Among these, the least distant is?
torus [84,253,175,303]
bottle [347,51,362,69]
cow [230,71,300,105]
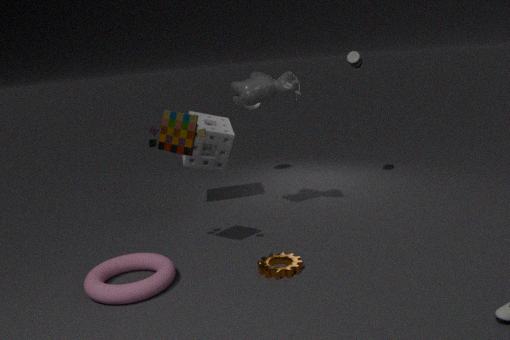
torus [84,253,175,303]
